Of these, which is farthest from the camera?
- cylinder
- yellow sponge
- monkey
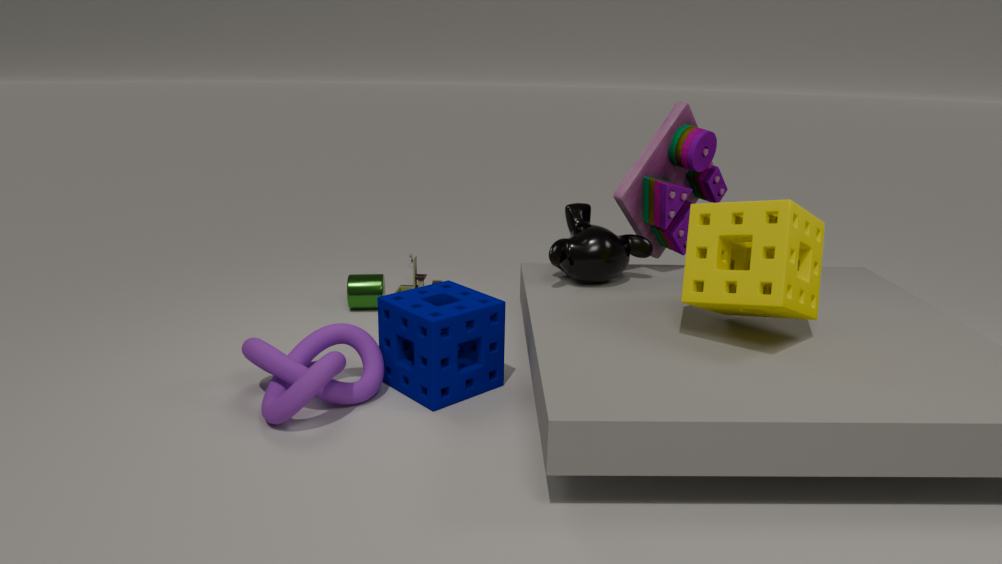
cylinder
